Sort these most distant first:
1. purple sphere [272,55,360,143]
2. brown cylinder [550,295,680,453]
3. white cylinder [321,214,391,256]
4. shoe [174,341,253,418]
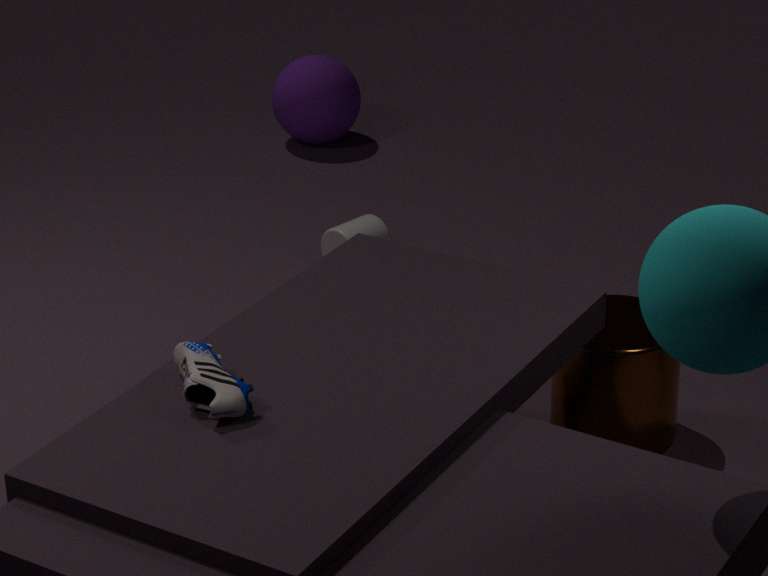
purple sphere [272,55,360,143] → white cylinder [321,214,391,256] → brown cylinder [550,295,680,453] → shoe [174,341,253,418]
